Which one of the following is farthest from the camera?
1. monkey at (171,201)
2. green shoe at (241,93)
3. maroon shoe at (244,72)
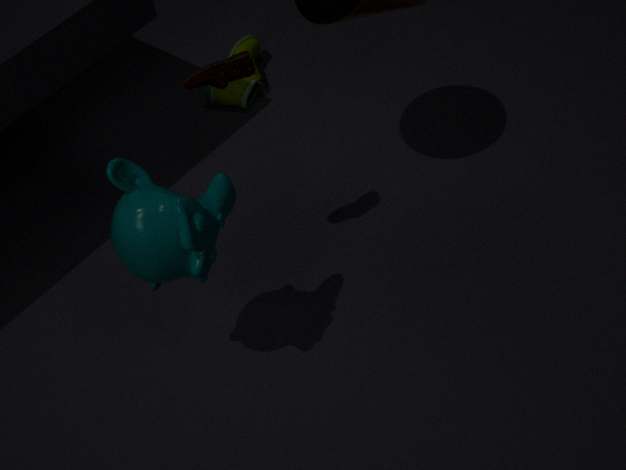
green shoe at (241,93)
